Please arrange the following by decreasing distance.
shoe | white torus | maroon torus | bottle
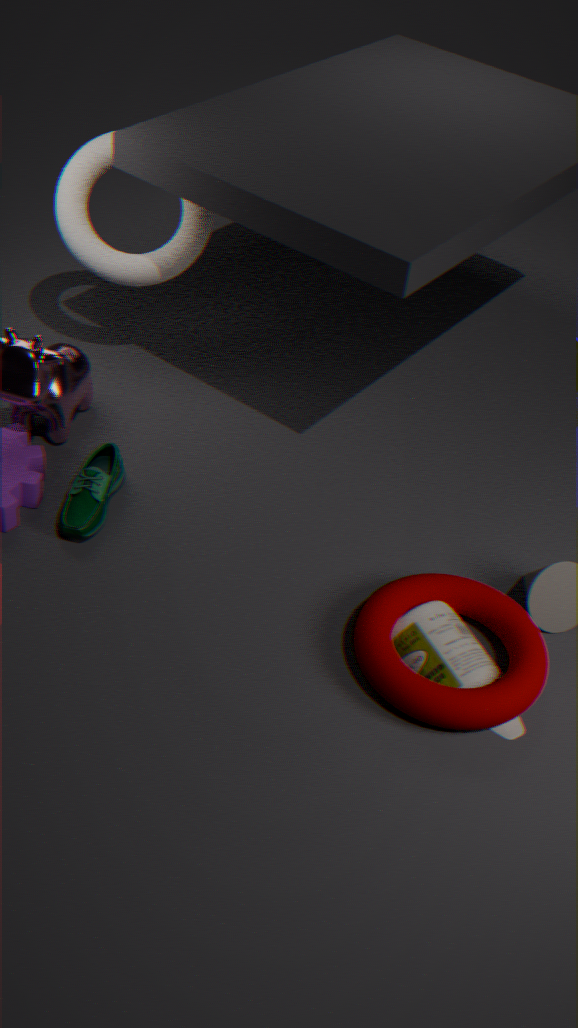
white torus
shoe
bottle
maroon torus
